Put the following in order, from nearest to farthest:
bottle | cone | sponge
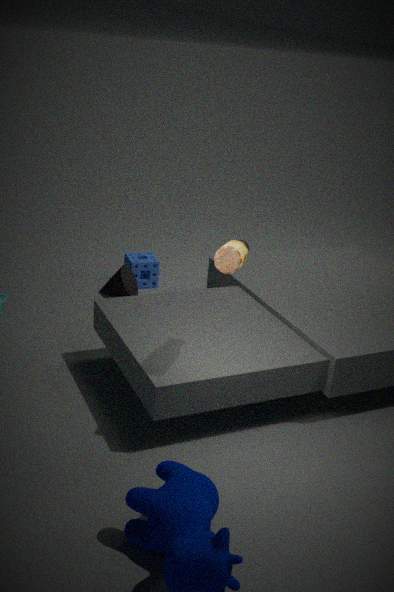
1. bottle
2. cone
3. sponge
